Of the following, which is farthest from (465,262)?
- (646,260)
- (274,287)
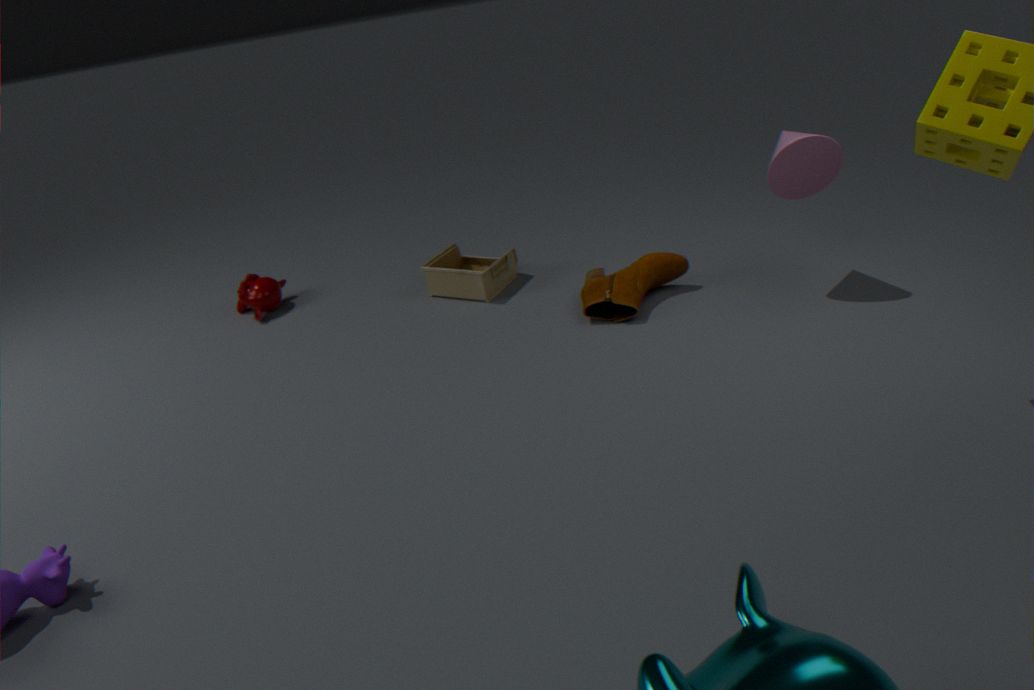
(274,287)
